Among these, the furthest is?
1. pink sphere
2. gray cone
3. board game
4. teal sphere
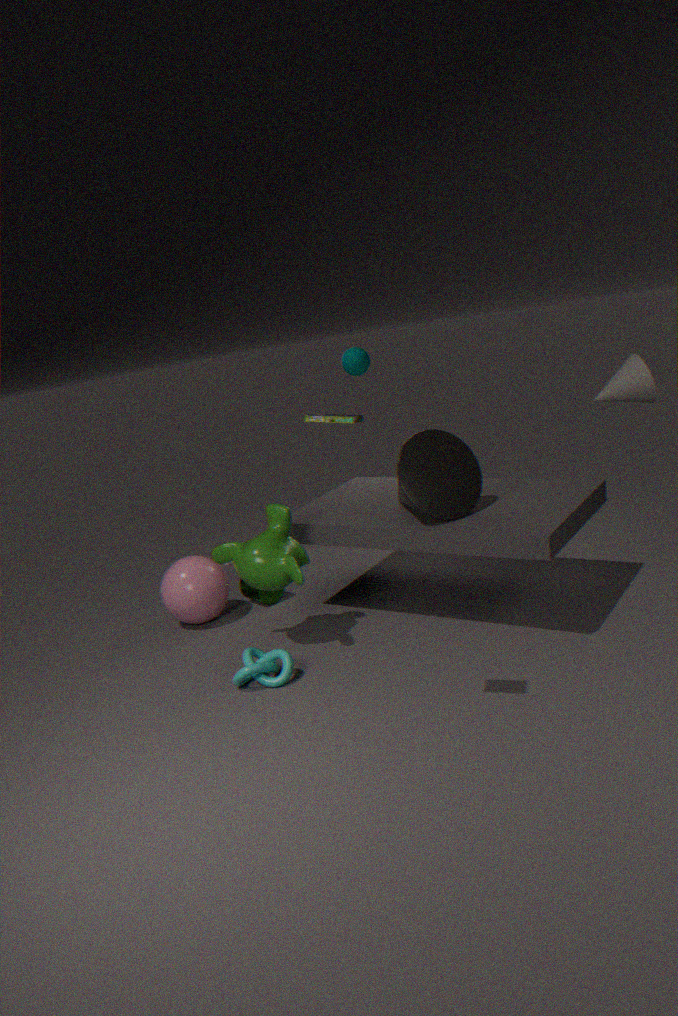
teal sphere
